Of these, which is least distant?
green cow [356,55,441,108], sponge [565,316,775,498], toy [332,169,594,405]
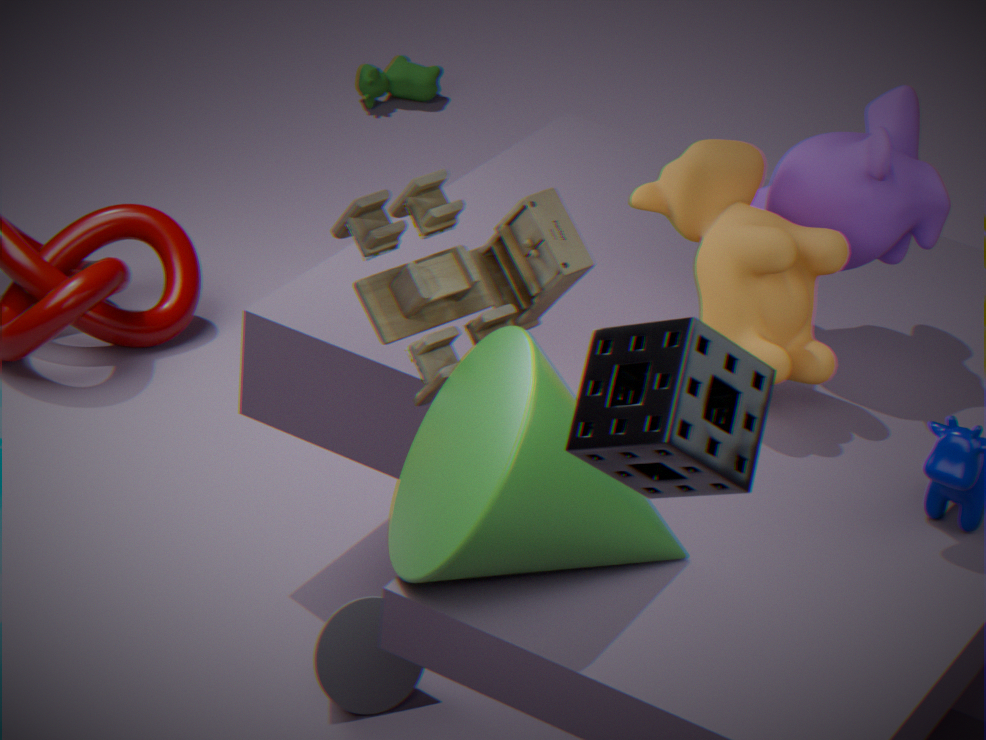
sponge [565,316,775,498]
